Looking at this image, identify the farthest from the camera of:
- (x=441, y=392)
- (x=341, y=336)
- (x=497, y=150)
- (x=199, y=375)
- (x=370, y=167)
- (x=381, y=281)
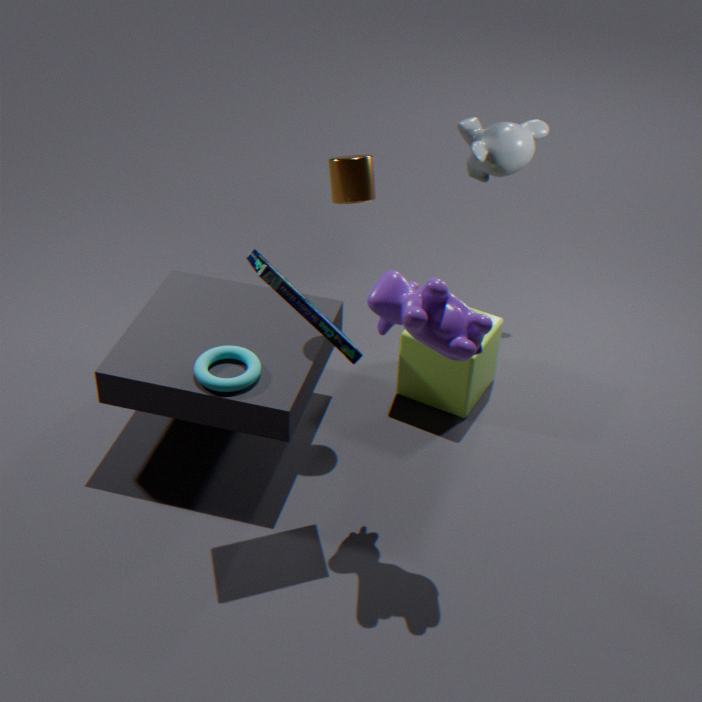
(x=497, y=150)
